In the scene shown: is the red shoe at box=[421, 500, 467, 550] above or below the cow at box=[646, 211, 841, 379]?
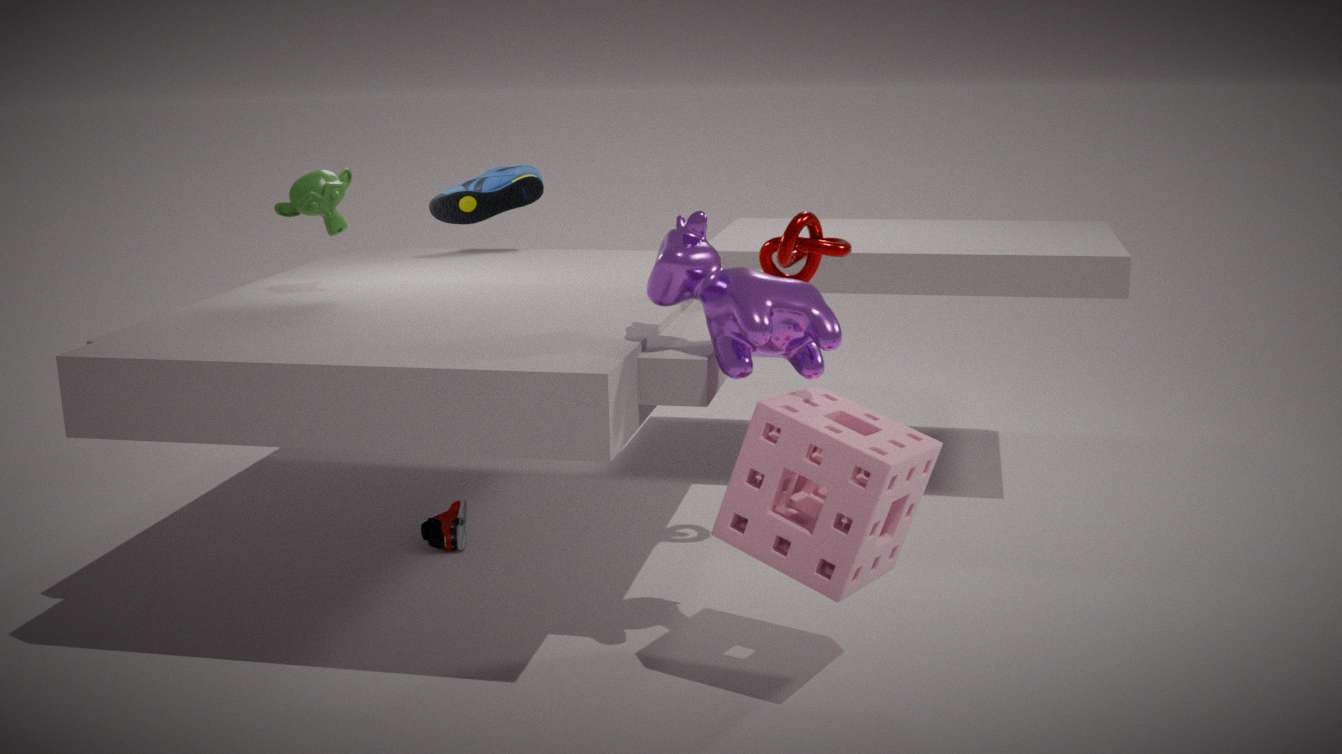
below
